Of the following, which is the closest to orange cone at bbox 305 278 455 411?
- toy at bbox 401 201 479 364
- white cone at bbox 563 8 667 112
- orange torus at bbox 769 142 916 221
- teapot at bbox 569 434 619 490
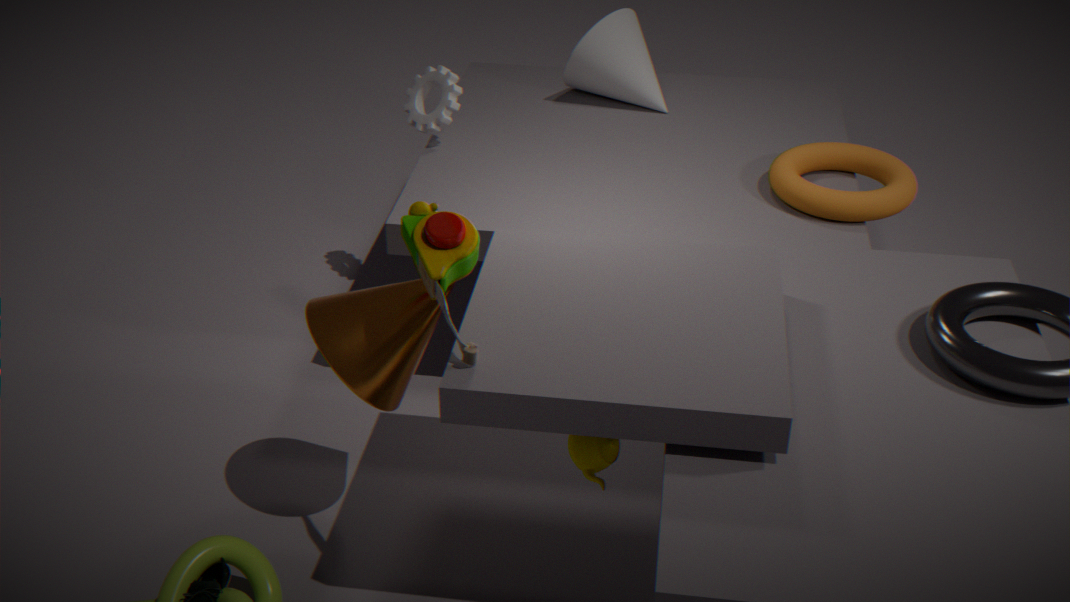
toy at bbox 401 201 479 364
